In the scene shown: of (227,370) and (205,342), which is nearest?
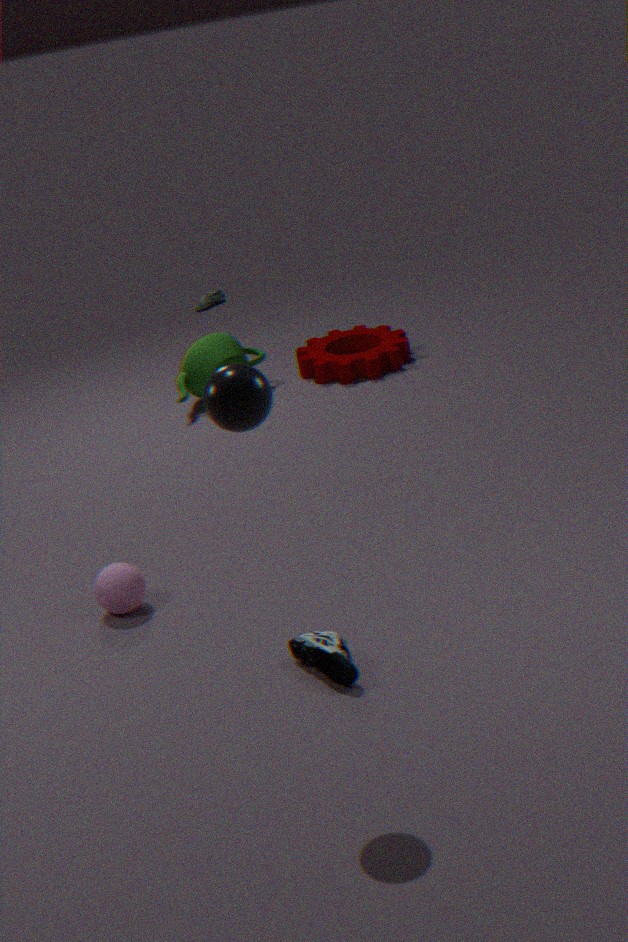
(227,370)
